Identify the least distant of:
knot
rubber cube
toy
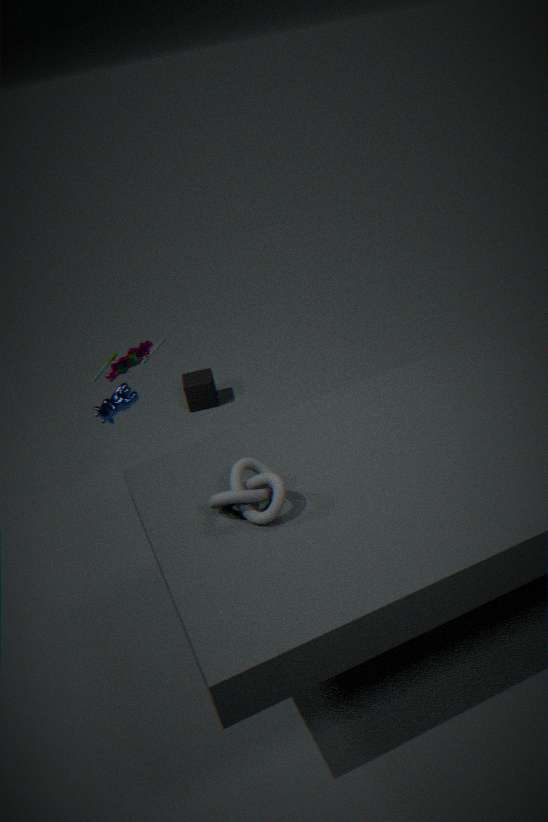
knot
